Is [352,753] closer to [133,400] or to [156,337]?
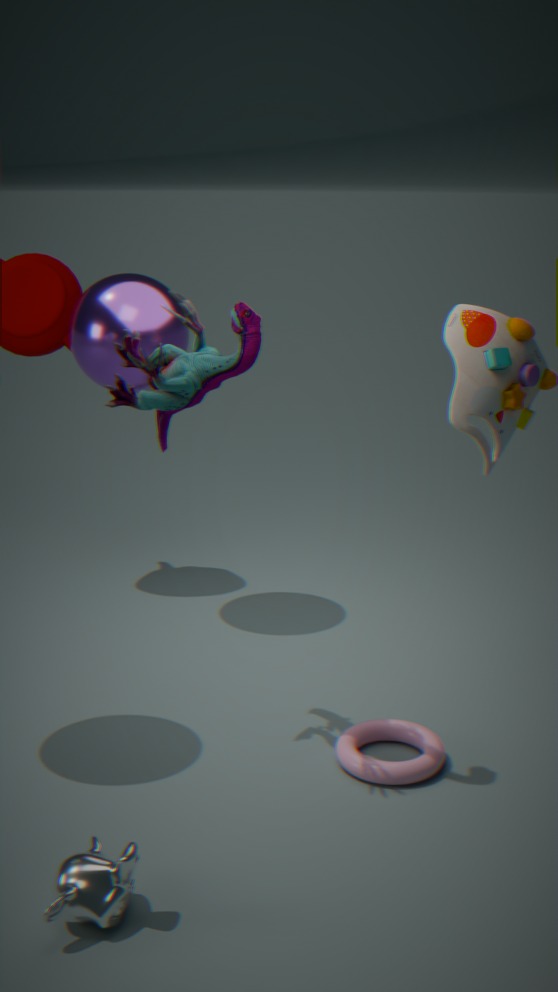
[133,400]
